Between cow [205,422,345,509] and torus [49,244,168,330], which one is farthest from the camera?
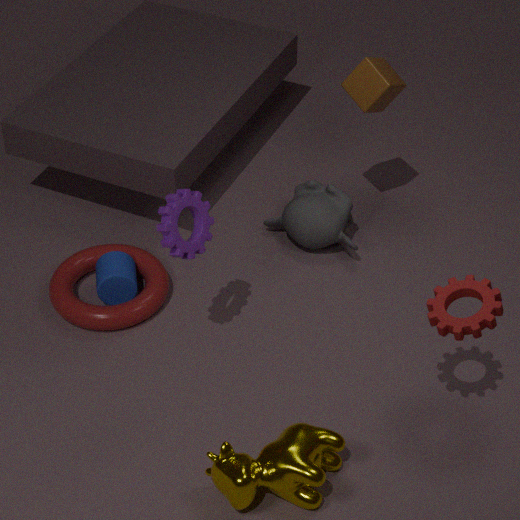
torus [49,244,168,330]
